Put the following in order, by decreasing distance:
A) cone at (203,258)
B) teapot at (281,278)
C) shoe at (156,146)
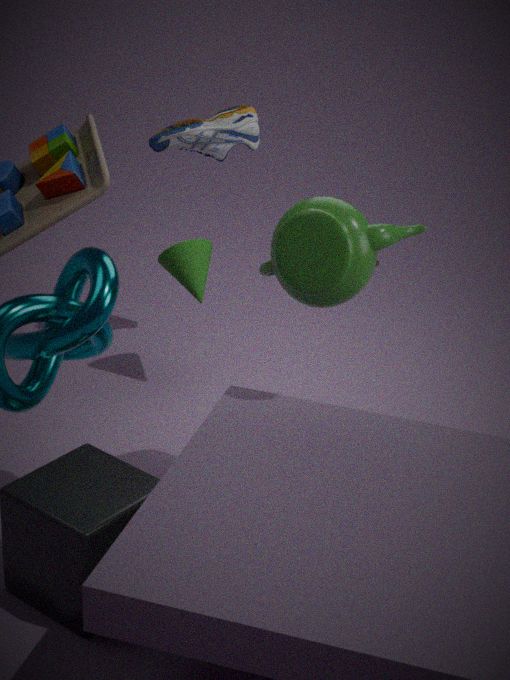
shoe at (156,146) → cone at (203,258) → teapot at (281,278)
